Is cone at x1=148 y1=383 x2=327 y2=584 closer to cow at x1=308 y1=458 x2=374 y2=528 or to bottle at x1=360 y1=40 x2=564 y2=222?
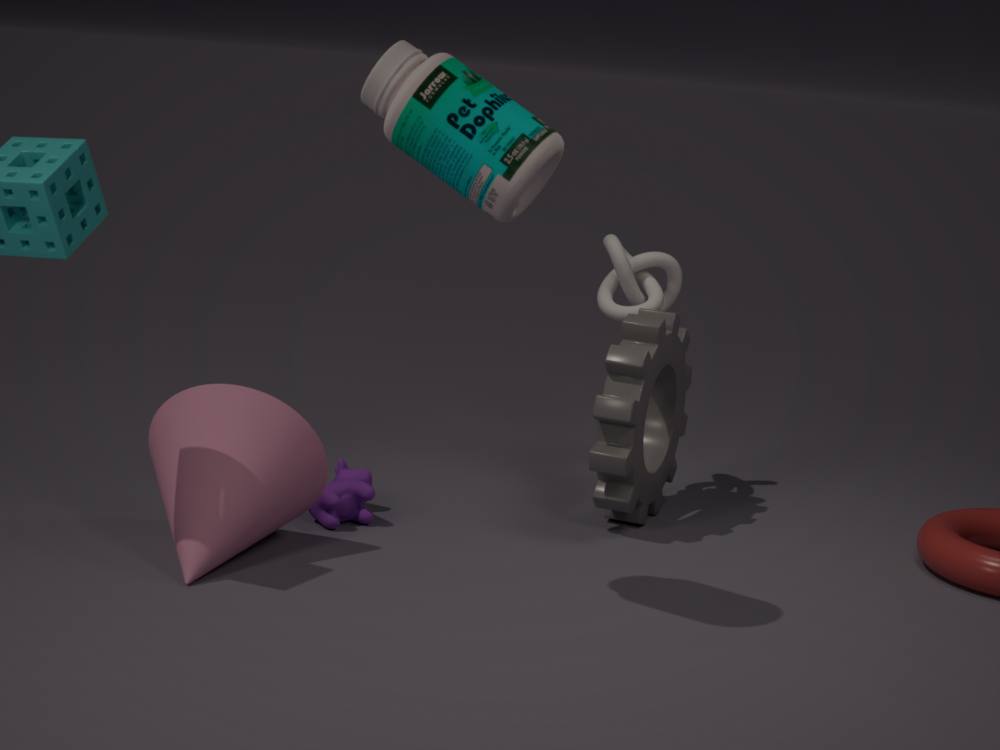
cow at x1=308 y1=458 x2=374 y2=528
